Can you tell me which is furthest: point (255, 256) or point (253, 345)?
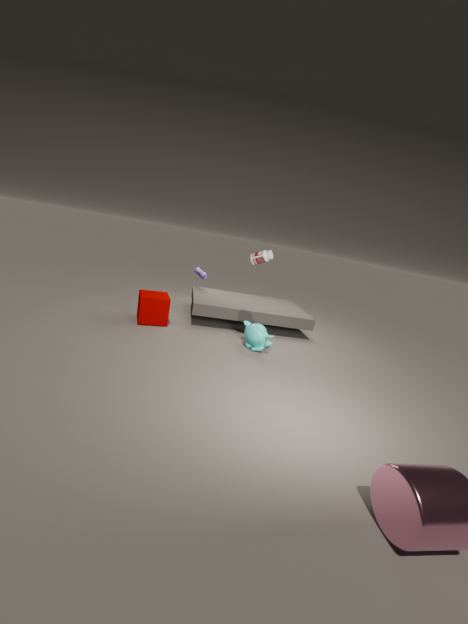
point (253, 345)
